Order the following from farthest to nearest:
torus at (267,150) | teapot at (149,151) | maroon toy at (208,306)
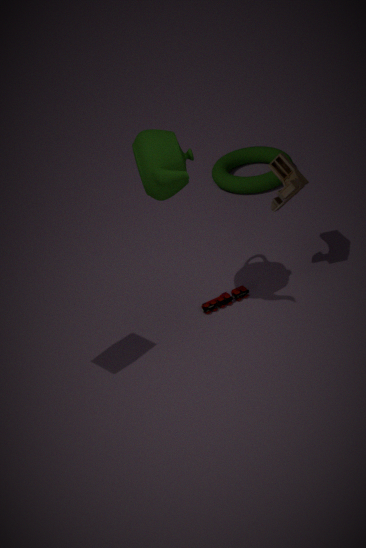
torus at (267,150) < maroon toy at (208,306) < teapot at (149,151)
